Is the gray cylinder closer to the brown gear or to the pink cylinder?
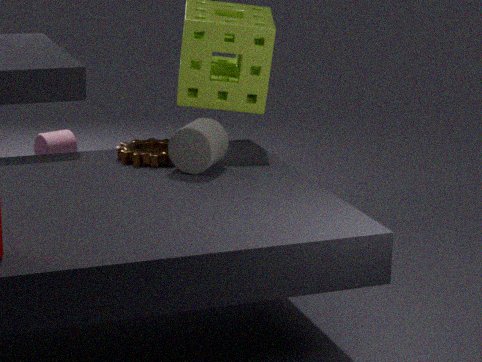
the brown gear
